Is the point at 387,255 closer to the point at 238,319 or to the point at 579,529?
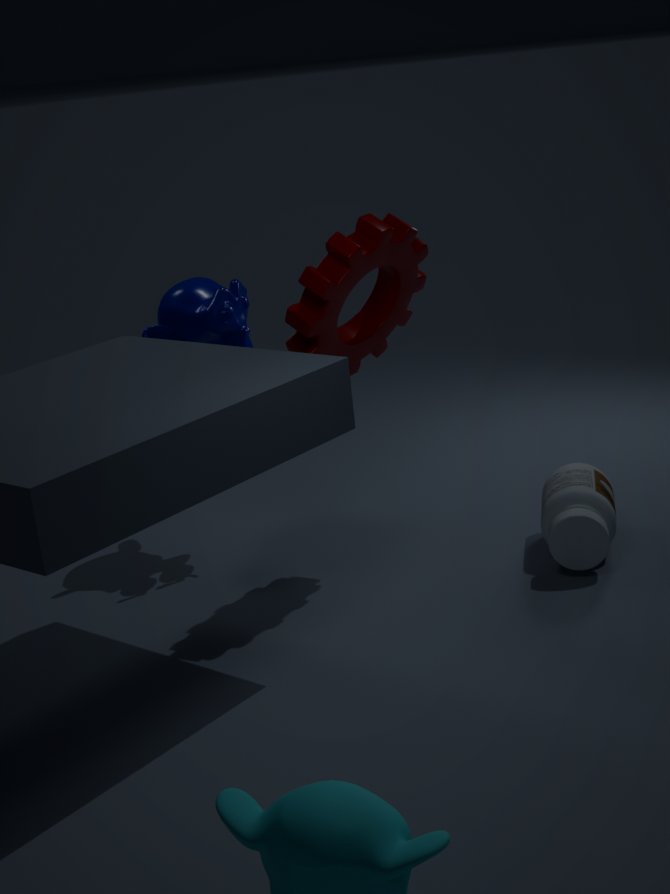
the point at 238,319
